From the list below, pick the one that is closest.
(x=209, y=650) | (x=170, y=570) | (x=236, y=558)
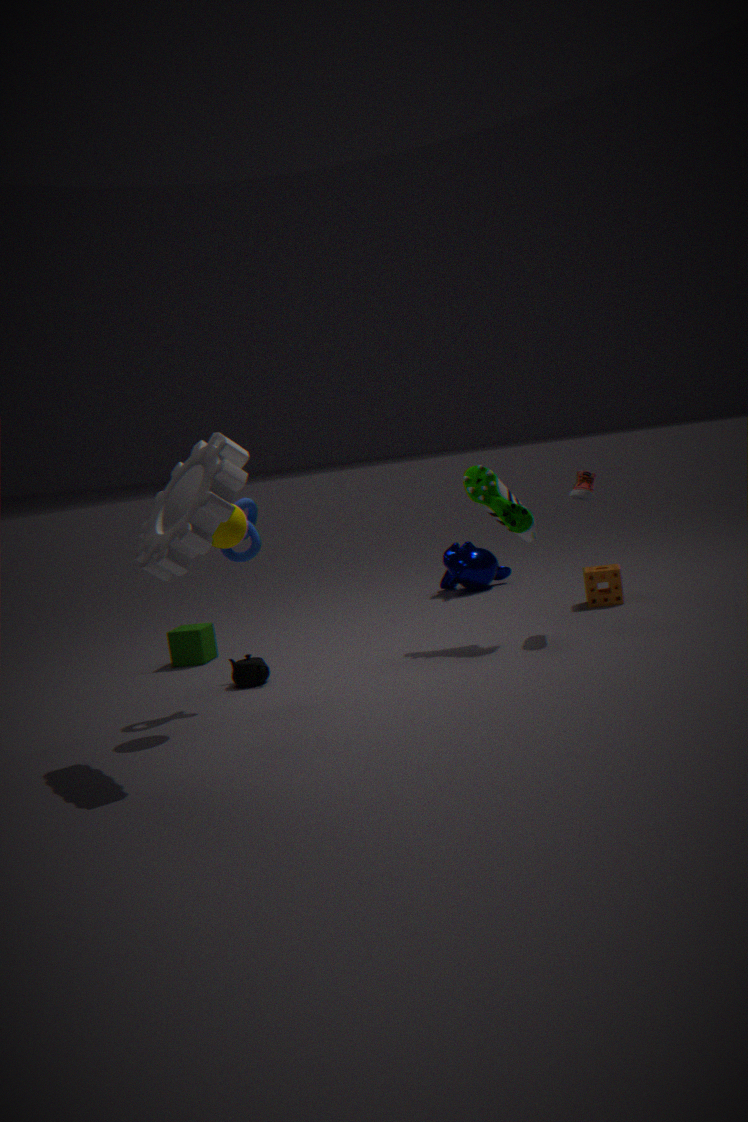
(x=170, y=570)
